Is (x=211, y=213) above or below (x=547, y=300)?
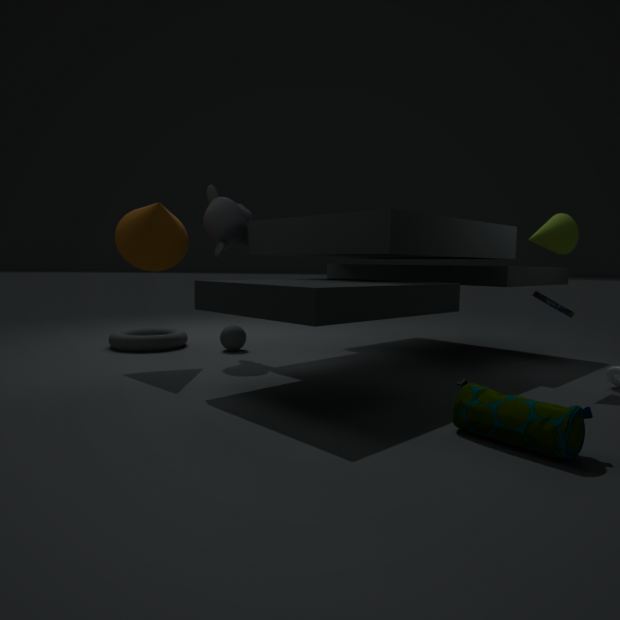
above
